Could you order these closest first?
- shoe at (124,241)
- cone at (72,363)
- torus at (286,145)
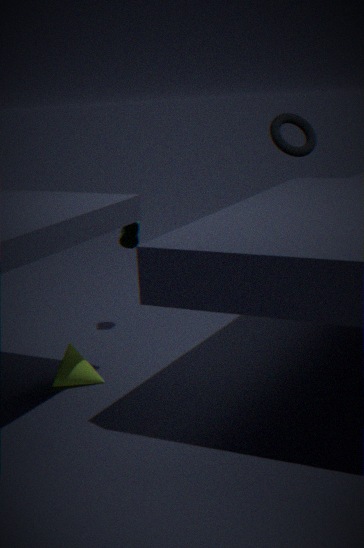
1. cone at (72,363)
2. shoe at (124,241)
3. torus at (286,145)
